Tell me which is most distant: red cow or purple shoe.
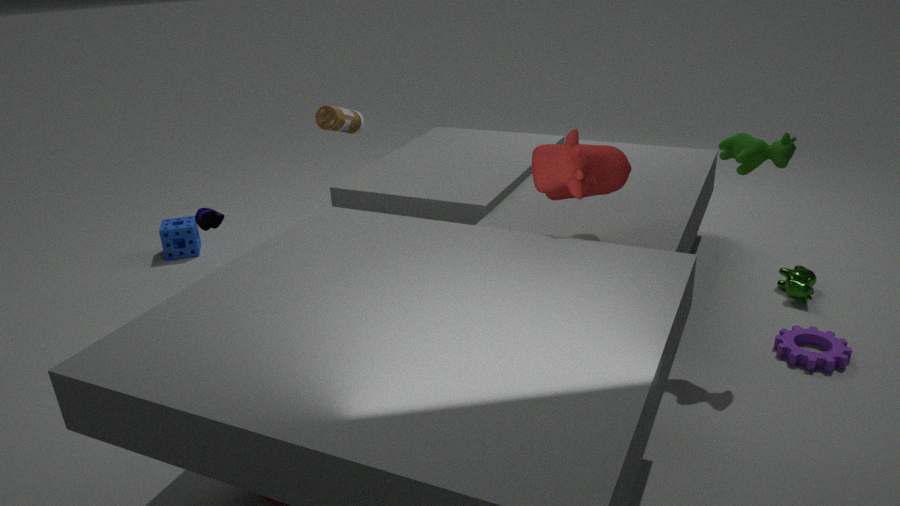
purple shoe
